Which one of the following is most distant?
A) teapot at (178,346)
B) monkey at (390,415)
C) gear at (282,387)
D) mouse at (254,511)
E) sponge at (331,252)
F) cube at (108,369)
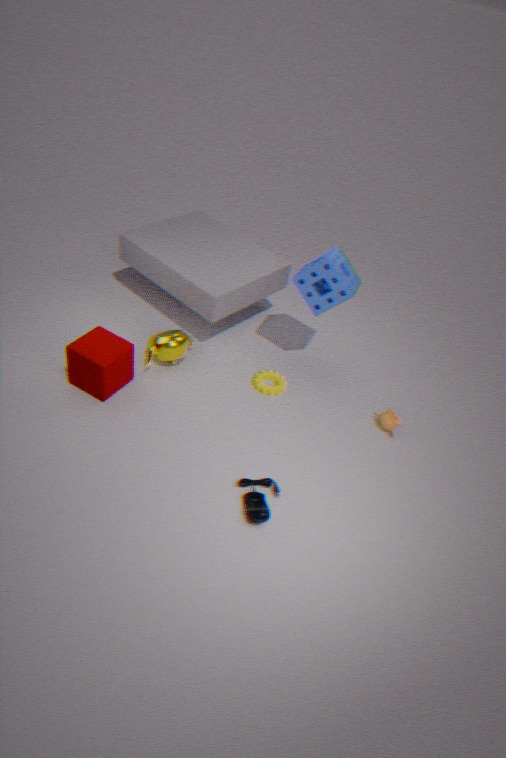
gear at (282,387)
